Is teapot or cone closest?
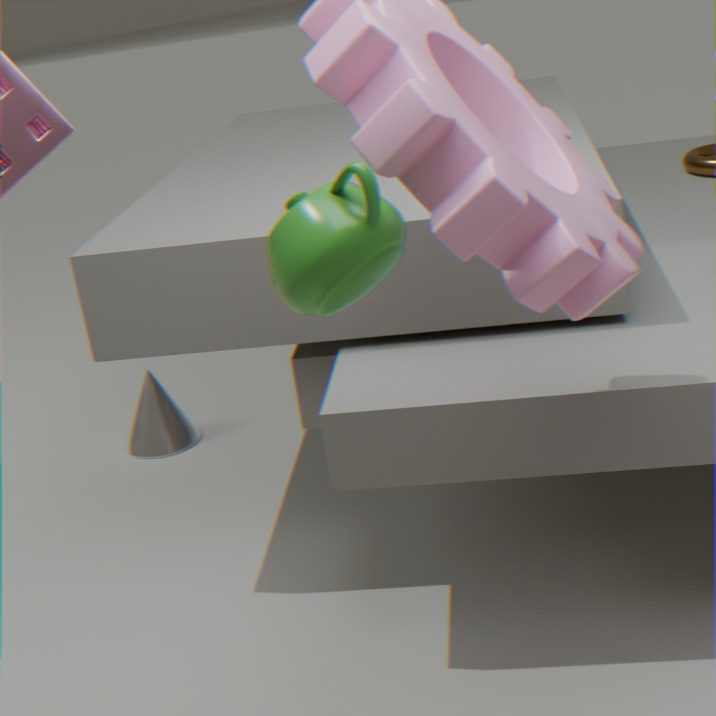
teapot
